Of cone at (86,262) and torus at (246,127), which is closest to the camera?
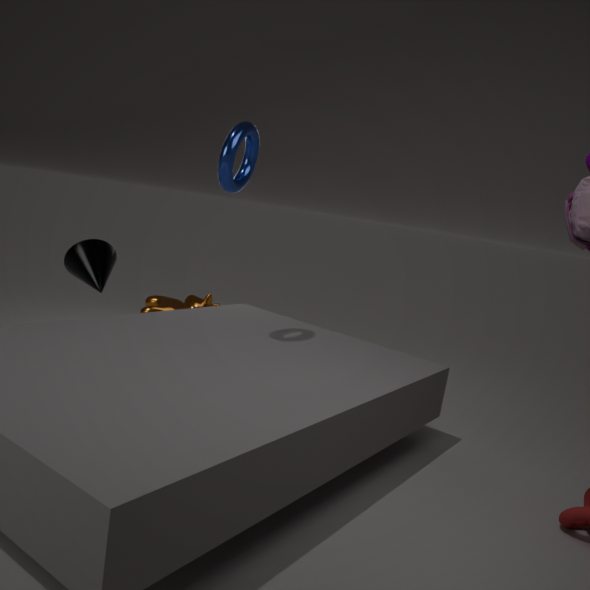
torus at (246,127)
